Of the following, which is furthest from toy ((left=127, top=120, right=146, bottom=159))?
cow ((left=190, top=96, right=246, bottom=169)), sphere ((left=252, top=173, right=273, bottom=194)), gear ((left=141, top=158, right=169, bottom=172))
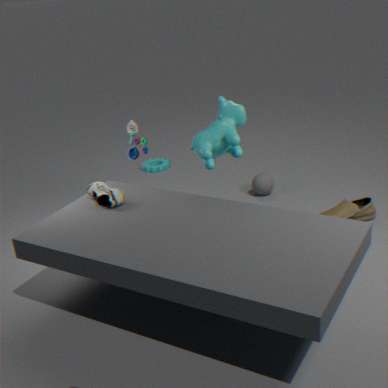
gear ((left=141, top=158, right=169, bottom=172))
